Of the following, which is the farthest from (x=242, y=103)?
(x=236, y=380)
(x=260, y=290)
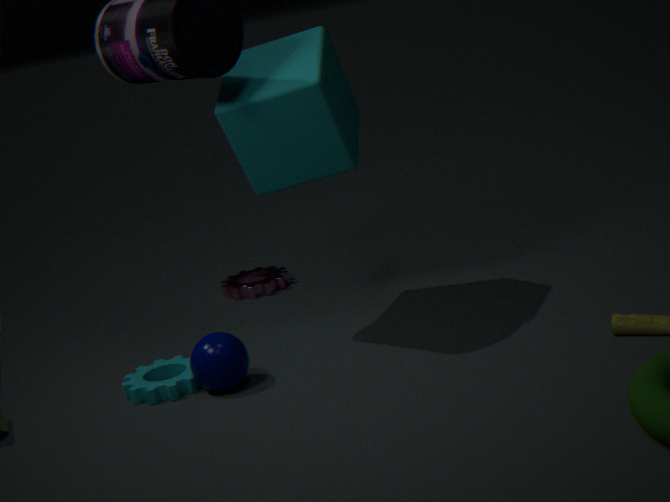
(x=260, y=290)
